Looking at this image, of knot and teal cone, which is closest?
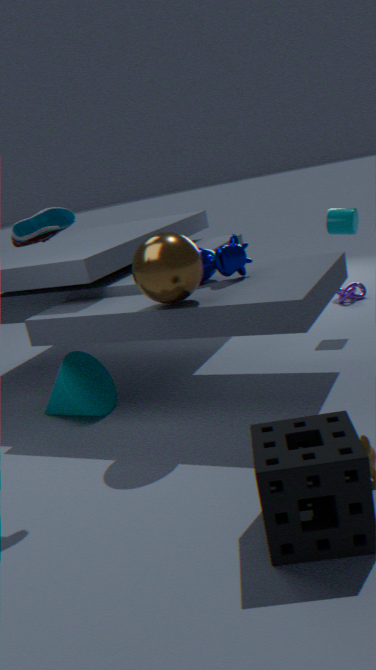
teal cone
